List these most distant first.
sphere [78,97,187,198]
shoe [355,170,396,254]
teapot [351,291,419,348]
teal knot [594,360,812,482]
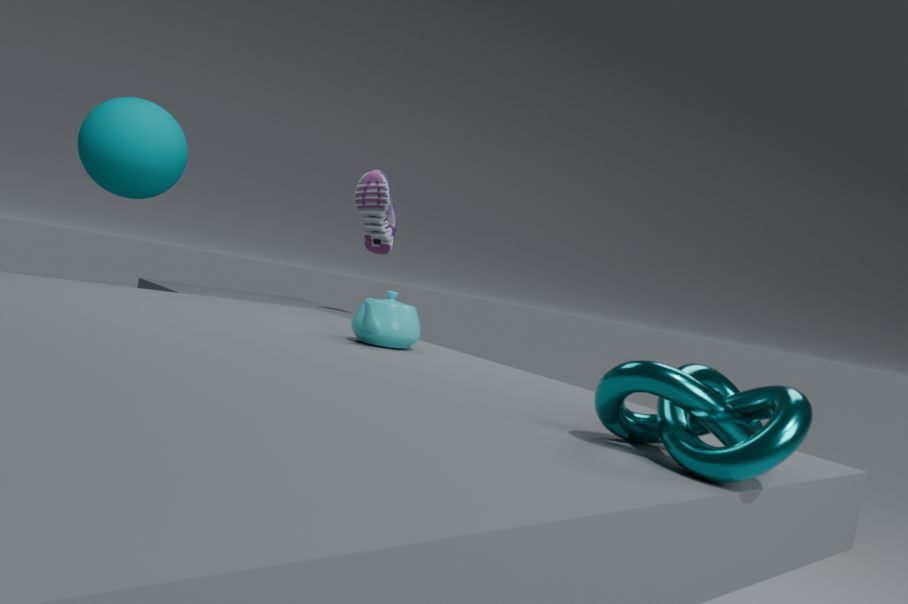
shoe [355,170,396,254] < sphere [78,97,187,198] < teapot [351,291,419,348] < teal knot [594,360,812,482]
